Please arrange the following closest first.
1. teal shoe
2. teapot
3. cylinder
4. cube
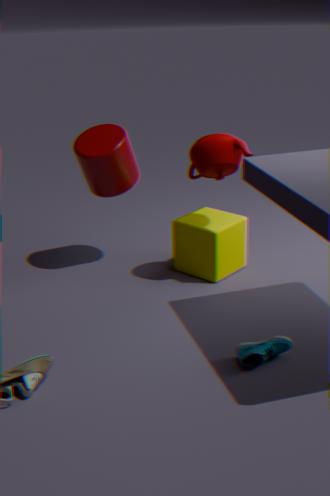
teal shoe < teapot < cube < cylinder
